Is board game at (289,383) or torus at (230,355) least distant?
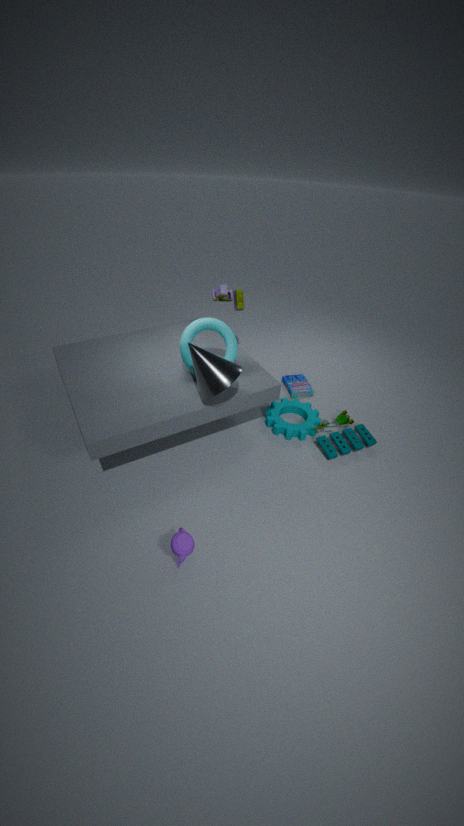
torus at (230,355)
